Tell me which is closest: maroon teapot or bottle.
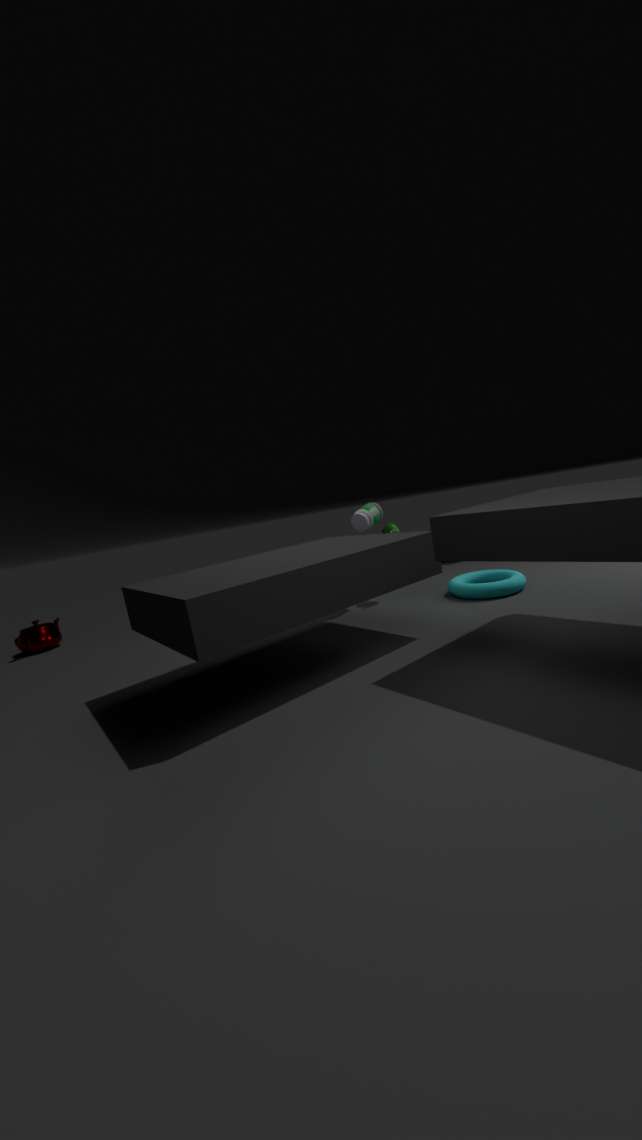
bottle
